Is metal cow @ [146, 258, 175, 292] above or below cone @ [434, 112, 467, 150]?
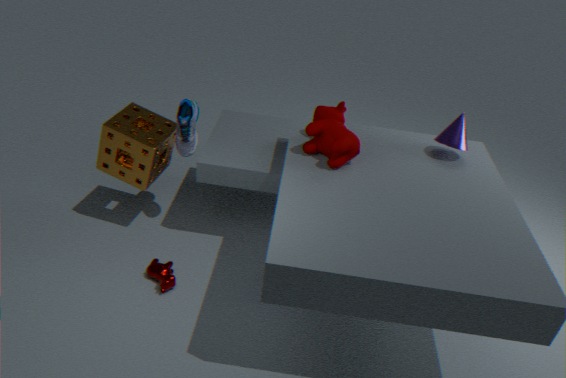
below
